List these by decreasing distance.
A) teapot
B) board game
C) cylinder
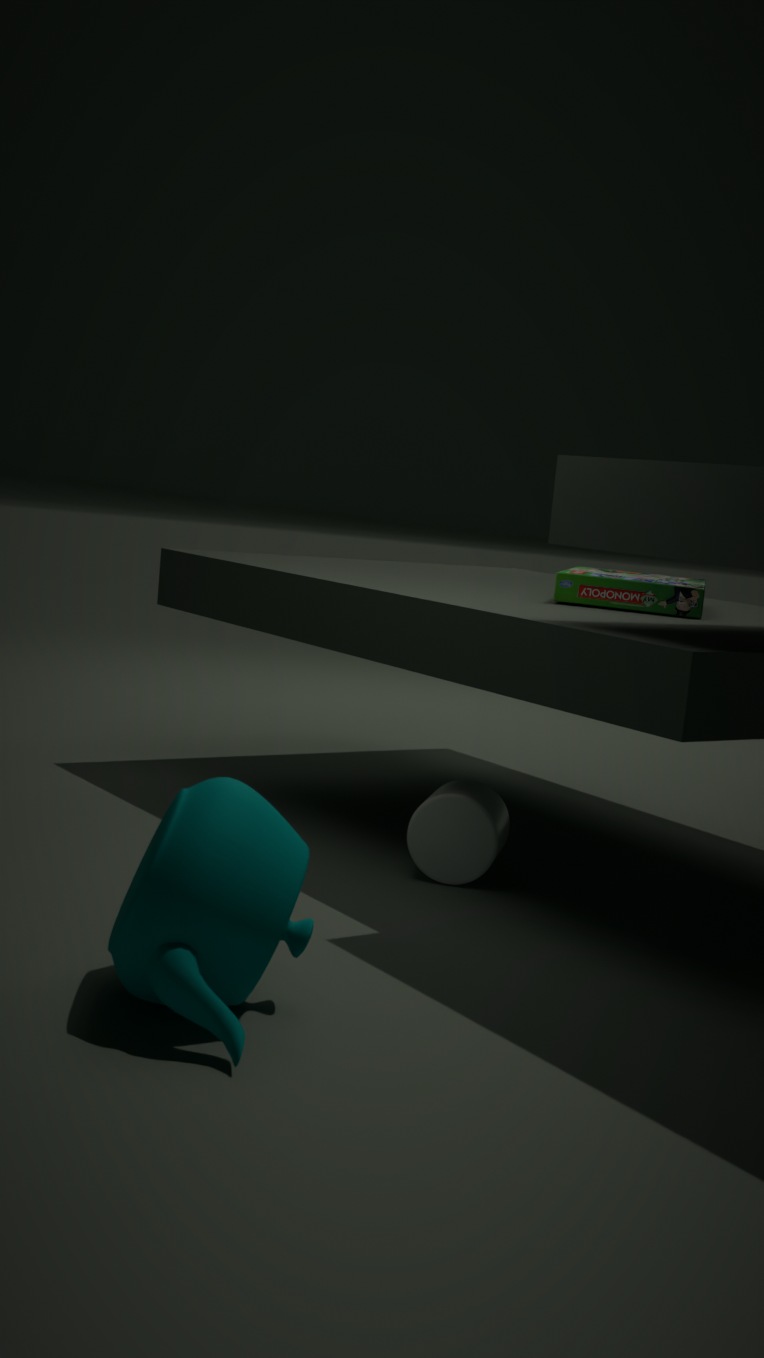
board game
cylinder
teapot
